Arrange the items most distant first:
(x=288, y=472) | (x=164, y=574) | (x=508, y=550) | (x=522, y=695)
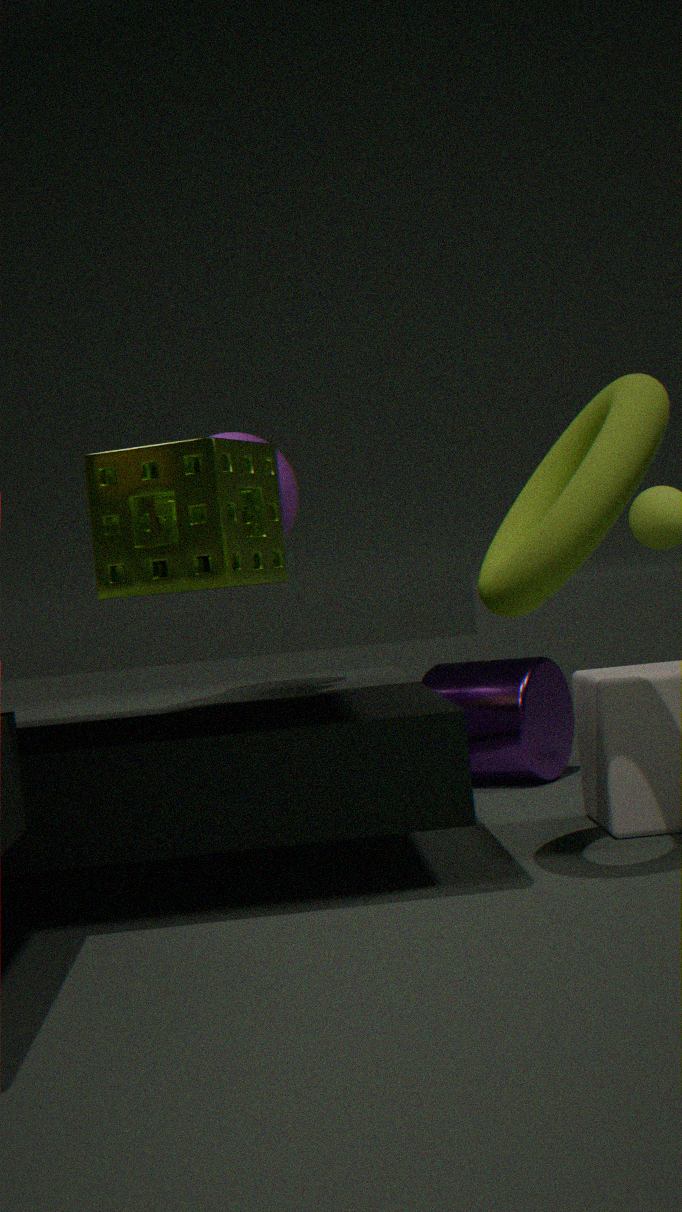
(x=522, y=695) → (x=288, y=472) → (x=164, y=574) → (x=508, y=550)
